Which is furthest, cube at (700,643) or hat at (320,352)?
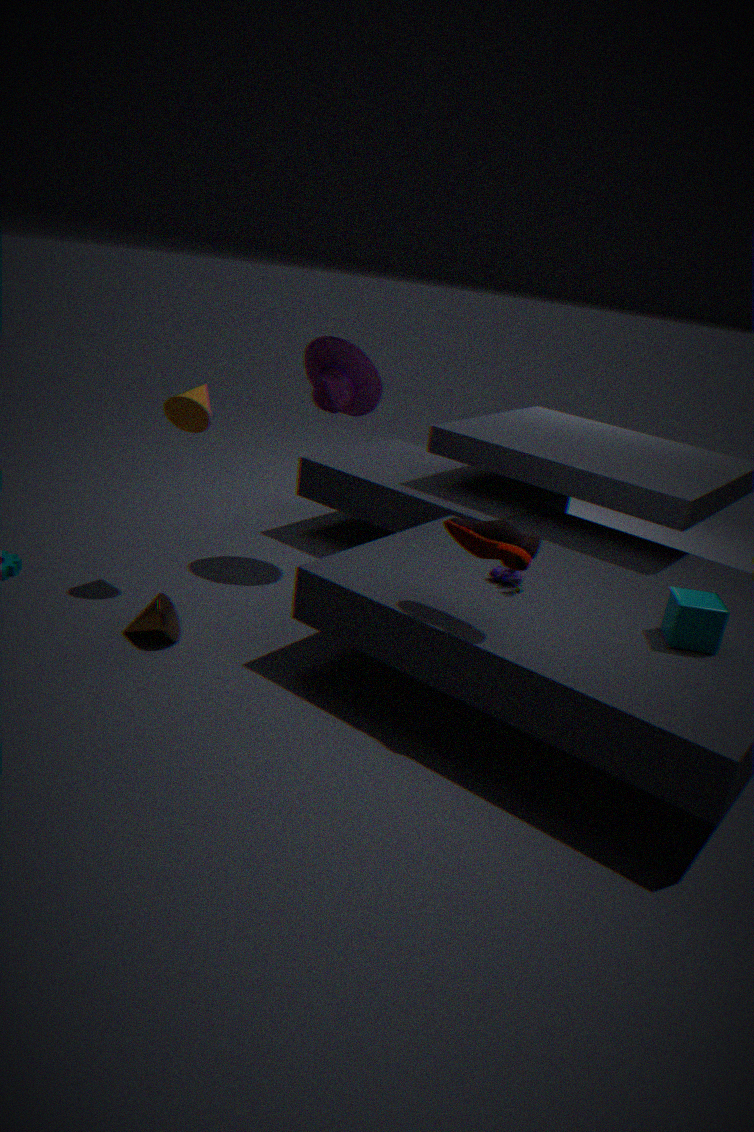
hat at (320,352)
